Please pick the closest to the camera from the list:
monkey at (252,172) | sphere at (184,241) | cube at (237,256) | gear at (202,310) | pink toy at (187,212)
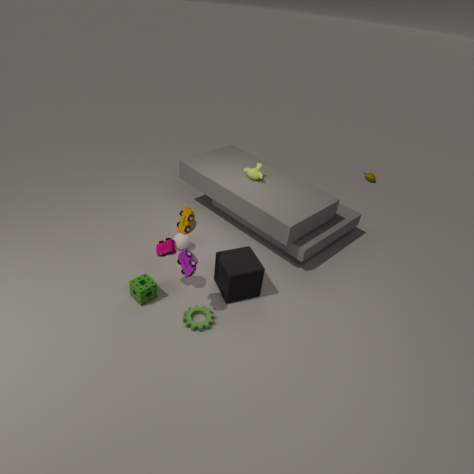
pink toy at (187,212)
